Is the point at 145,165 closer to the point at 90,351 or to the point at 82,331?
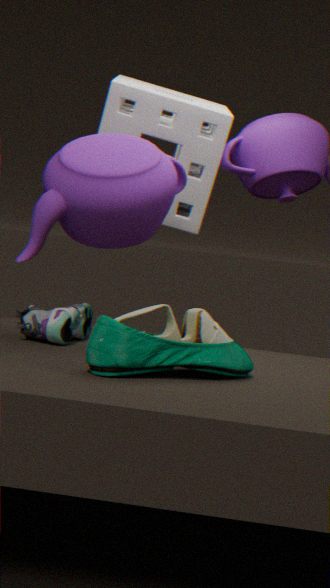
the point at 82,331
